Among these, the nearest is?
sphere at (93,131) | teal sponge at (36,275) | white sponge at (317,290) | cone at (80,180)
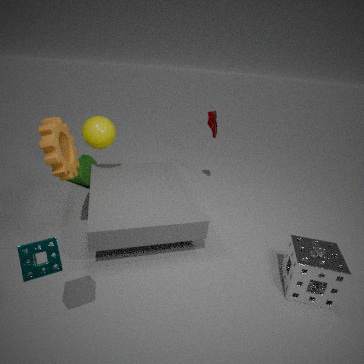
teal sponge at (36,275)
